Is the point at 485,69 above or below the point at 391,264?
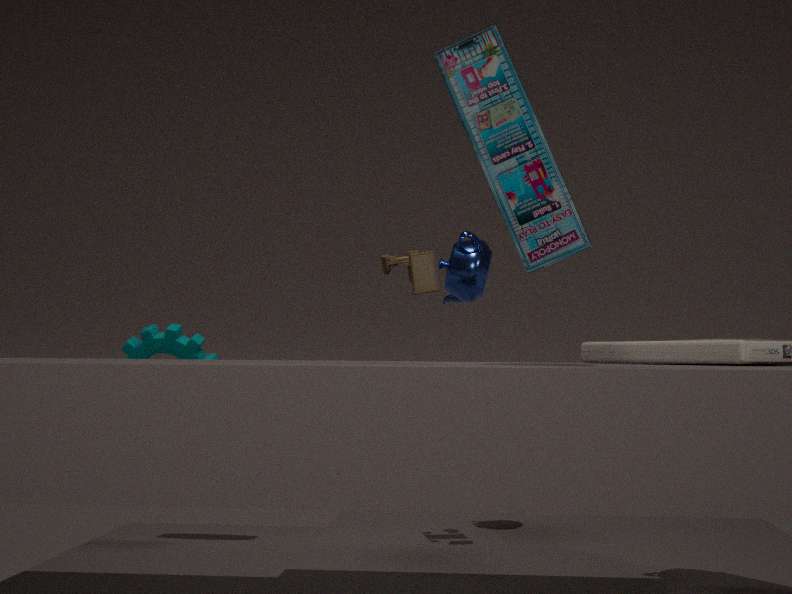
above
